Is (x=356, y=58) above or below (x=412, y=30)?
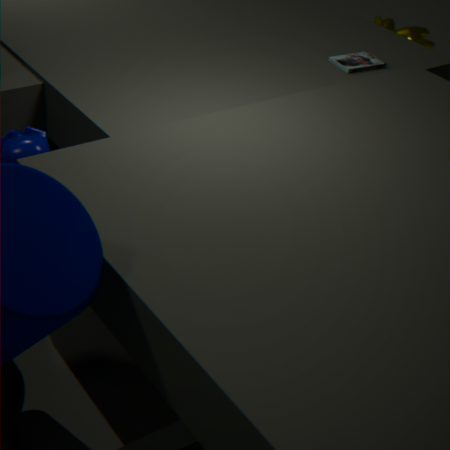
above
